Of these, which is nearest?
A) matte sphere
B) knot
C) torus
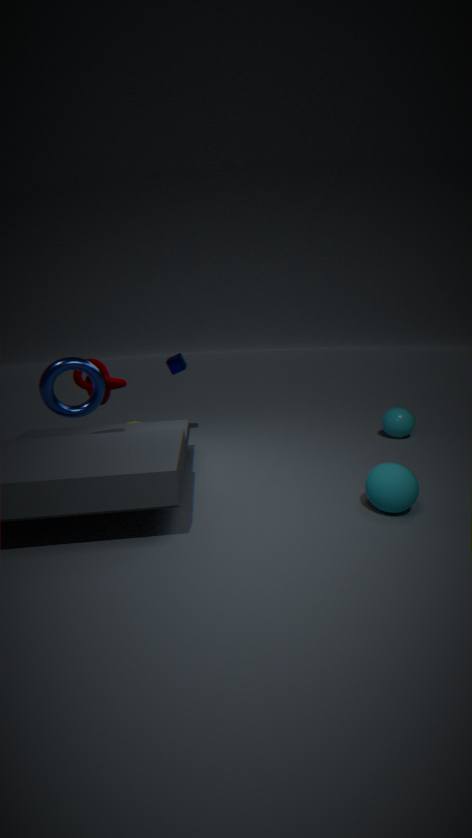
matte sphere
